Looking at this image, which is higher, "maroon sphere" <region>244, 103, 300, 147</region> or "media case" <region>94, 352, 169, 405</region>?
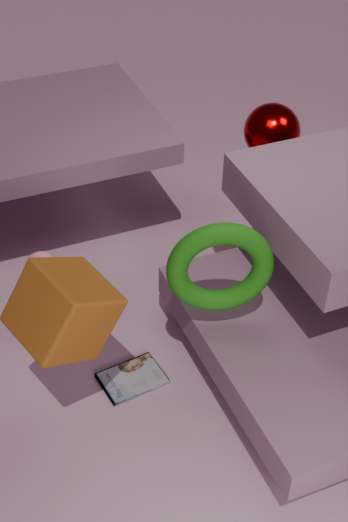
"maroon sphere" <region>244, 103, 300, 147</region>
